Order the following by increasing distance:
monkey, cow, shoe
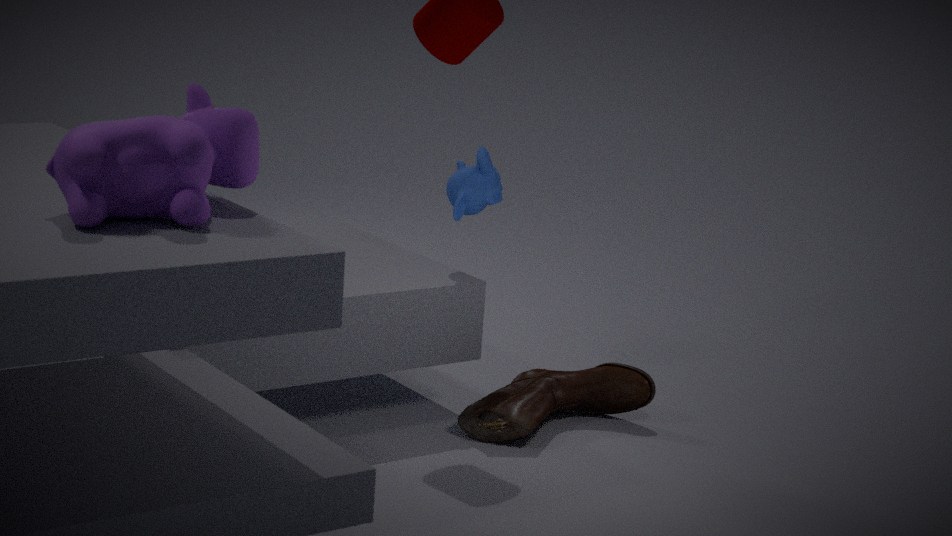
cow < shoe < monkey
